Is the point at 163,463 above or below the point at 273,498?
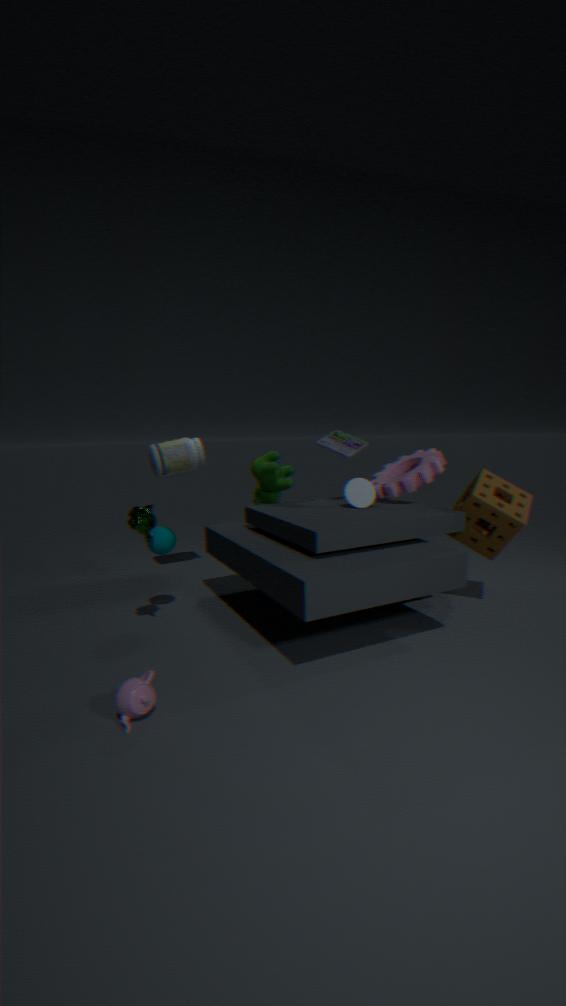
above
